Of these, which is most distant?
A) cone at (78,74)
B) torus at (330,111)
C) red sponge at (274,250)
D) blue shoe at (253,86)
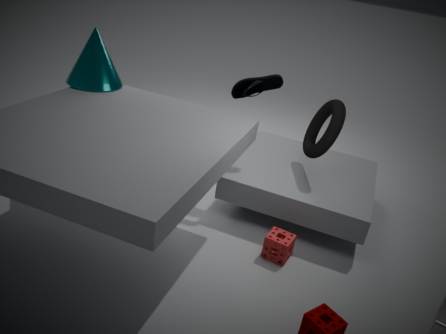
blue shoe at (253,86)
